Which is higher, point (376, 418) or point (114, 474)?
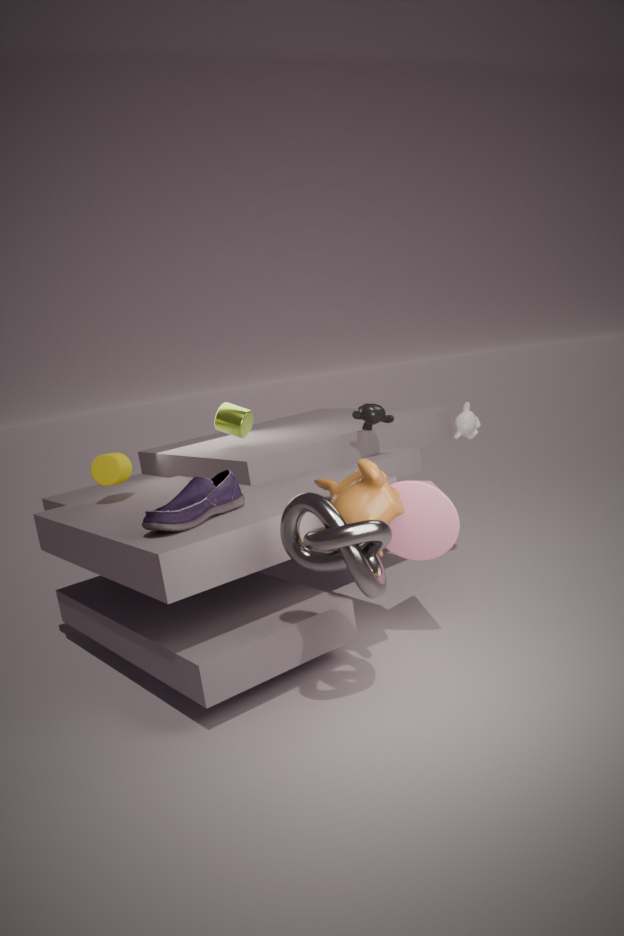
point (376, 418)
